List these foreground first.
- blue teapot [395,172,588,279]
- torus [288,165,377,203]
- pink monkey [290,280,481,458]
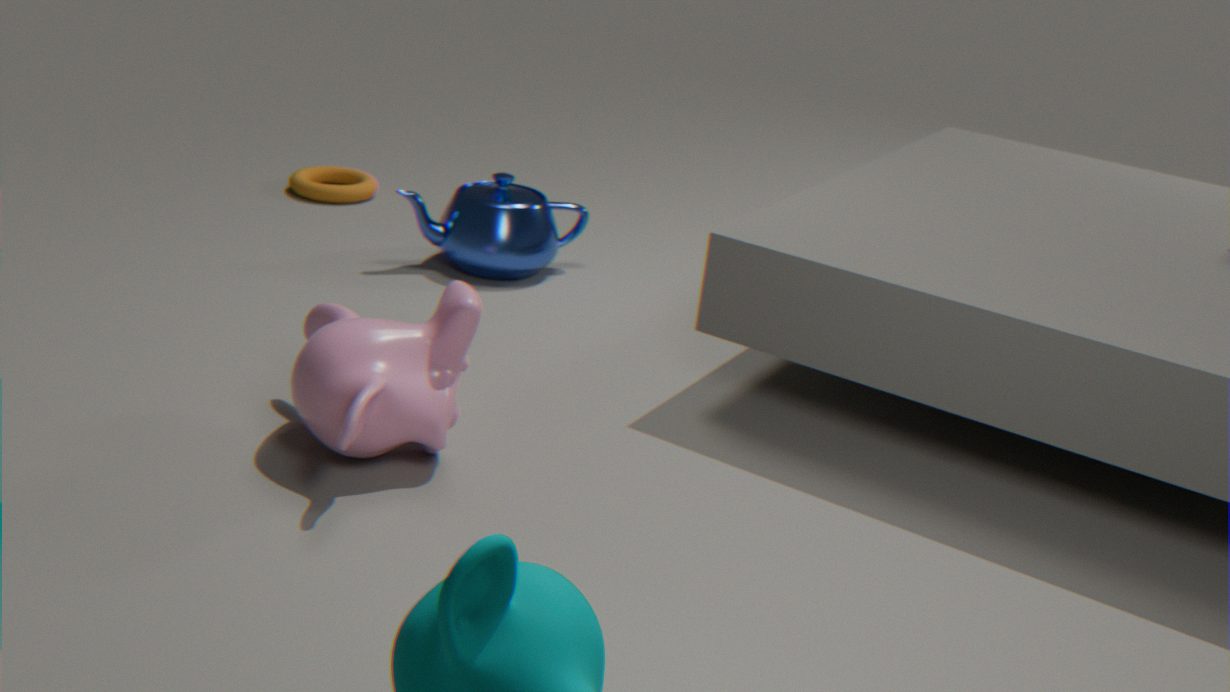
pink monkey [290,280,481,458]
blue teapot [395,172,588,279]
torus [288,165,377,203]
